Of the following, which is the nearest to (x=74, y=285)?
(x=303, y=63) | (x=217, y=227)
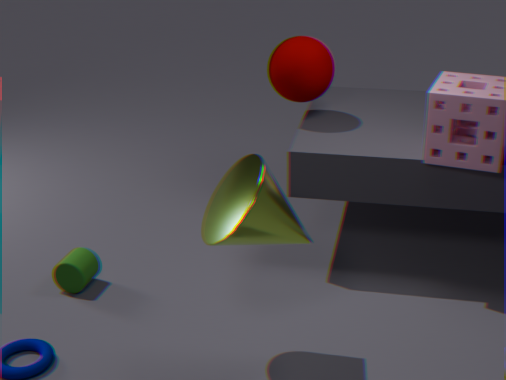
(x=217, y=227)
